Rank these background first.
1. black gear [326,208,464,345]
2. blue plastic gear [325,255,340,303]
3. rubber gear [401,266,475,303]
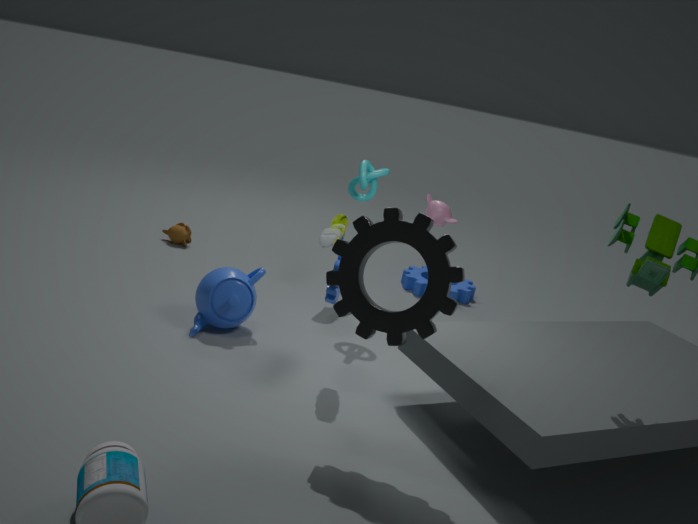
1. rubber gear [401,266,475,303]
2. blue plastic gear [325,255,340,303]
3. black gear [326,208,464,345]
